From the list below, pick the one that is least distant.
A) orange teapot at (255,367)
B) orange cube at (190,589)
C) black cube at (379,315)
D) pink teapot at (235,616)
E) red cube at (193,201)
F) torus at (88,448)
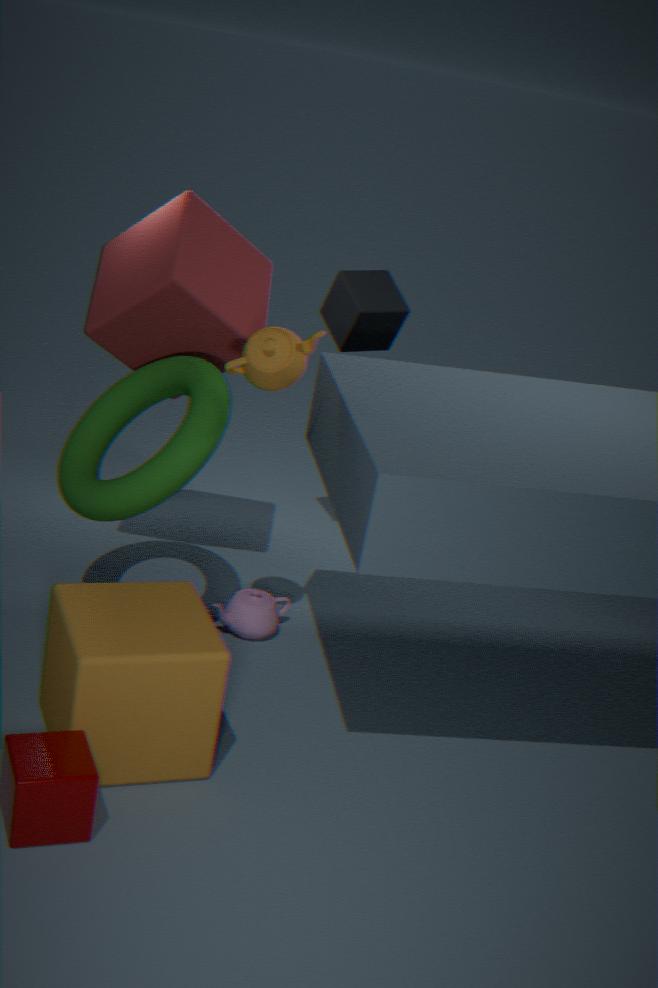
orange cube at (190,589)
